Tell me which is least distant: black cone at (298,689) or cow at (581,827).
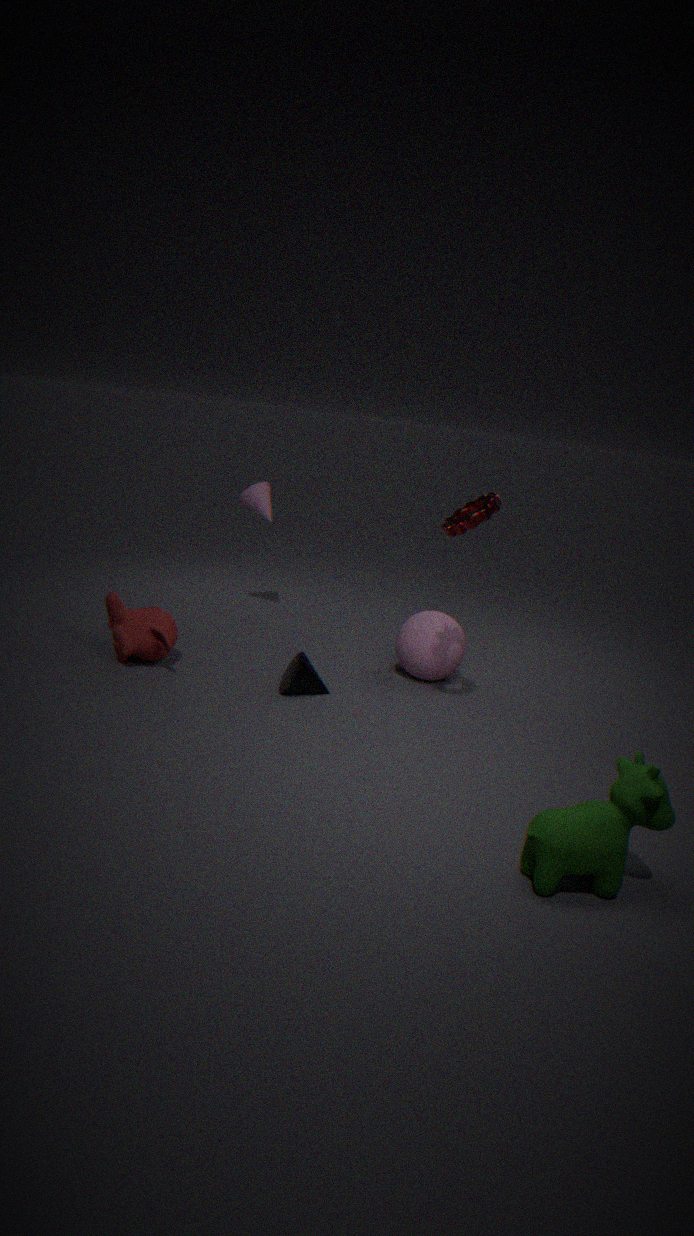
cow at (581,827)
